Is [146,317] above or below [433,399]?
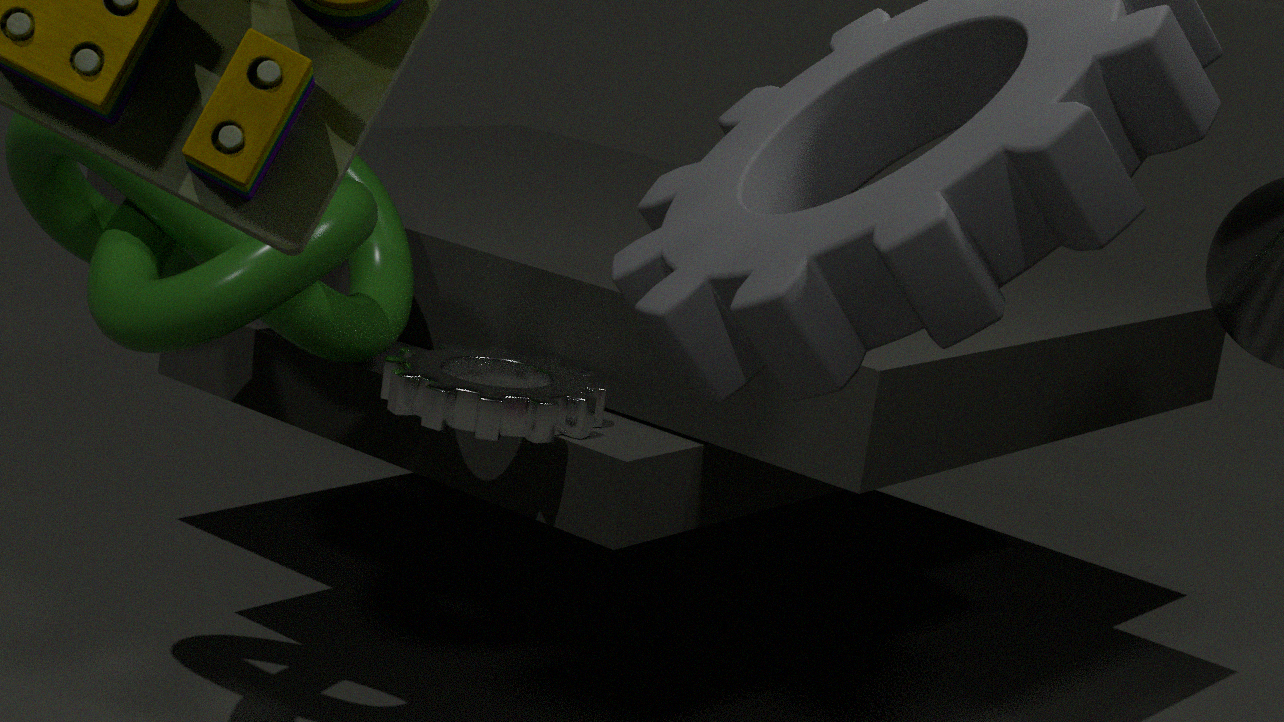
above
